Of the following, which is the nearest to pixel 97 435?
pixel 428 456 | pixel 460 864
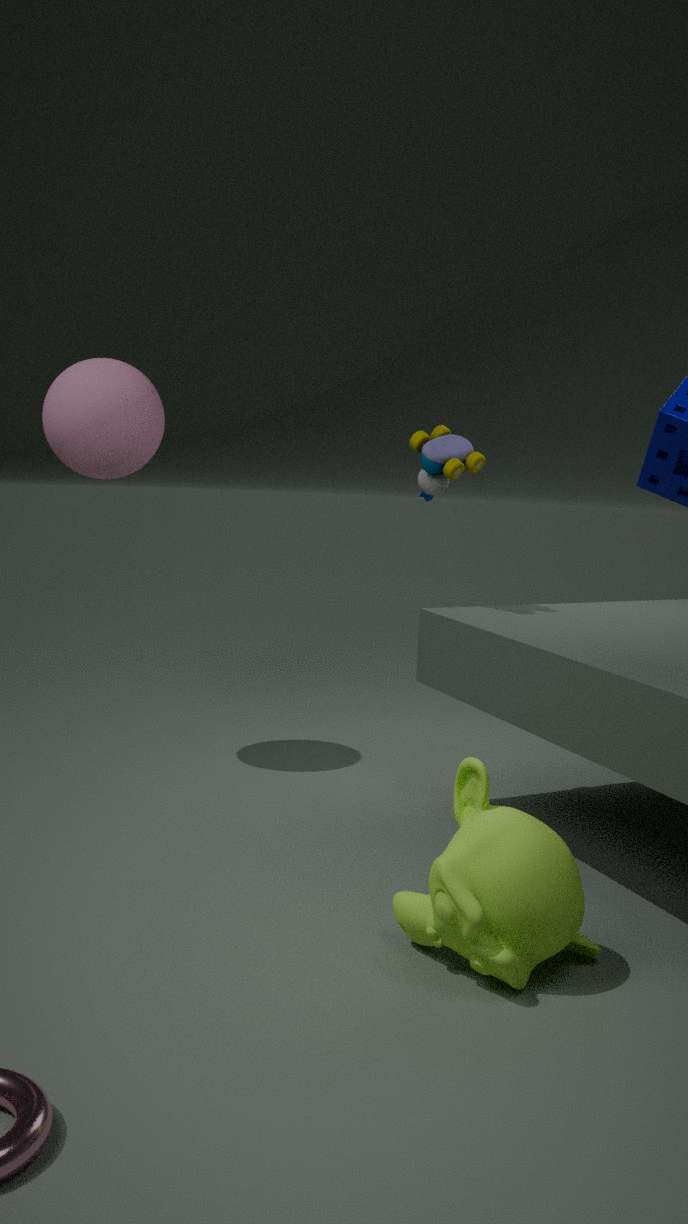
pixel 428 456
